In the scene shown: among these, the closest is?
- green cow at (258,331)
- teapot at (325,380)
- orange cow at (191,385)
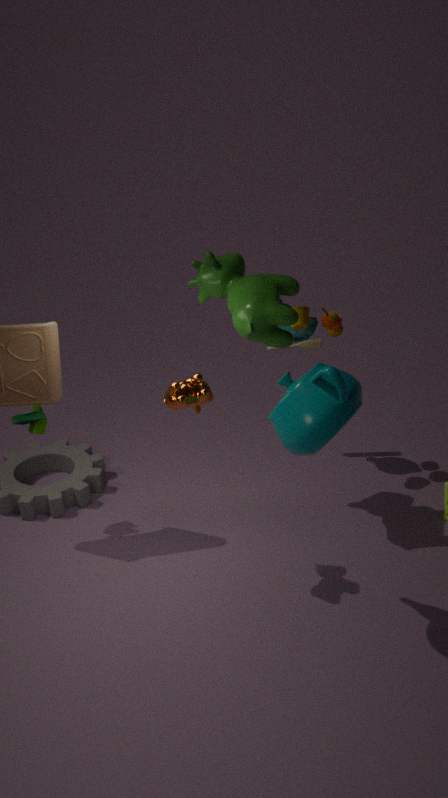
teapot at (325,380)
